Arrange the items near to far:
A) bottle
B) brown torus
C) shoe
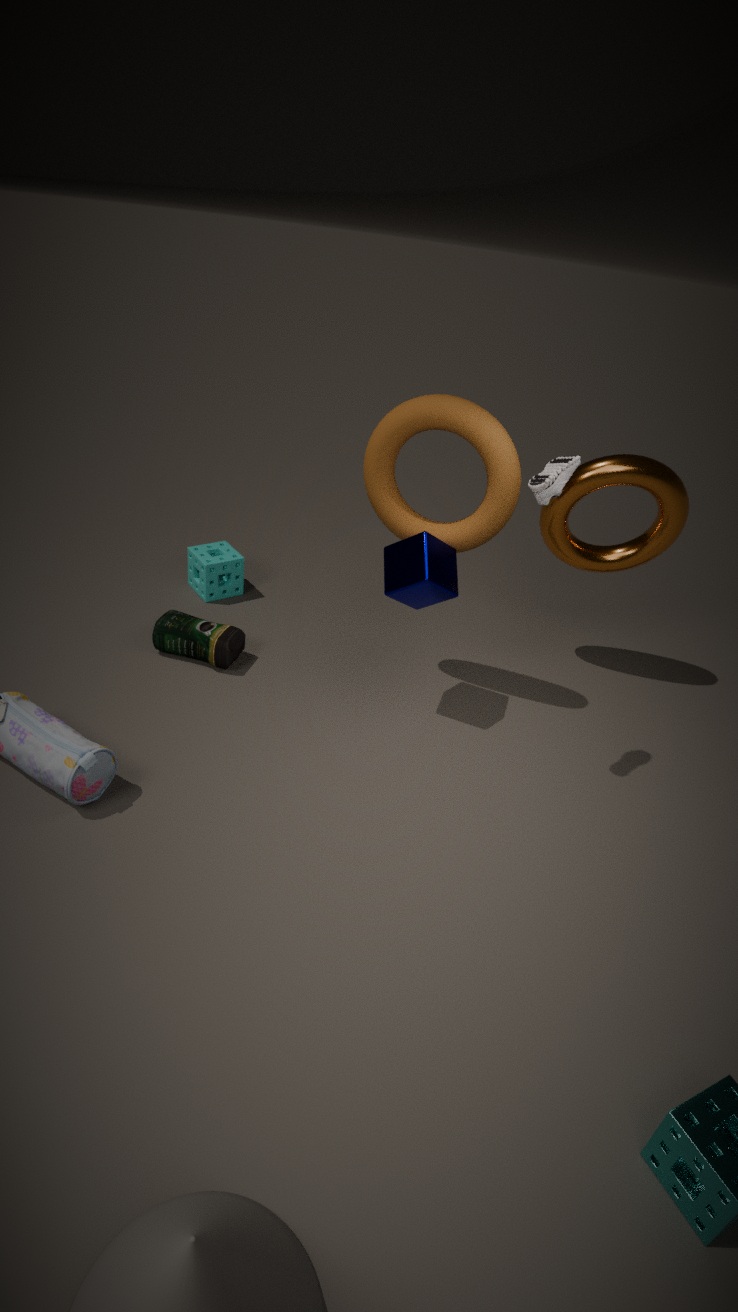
shoe → brown torus → bottle
